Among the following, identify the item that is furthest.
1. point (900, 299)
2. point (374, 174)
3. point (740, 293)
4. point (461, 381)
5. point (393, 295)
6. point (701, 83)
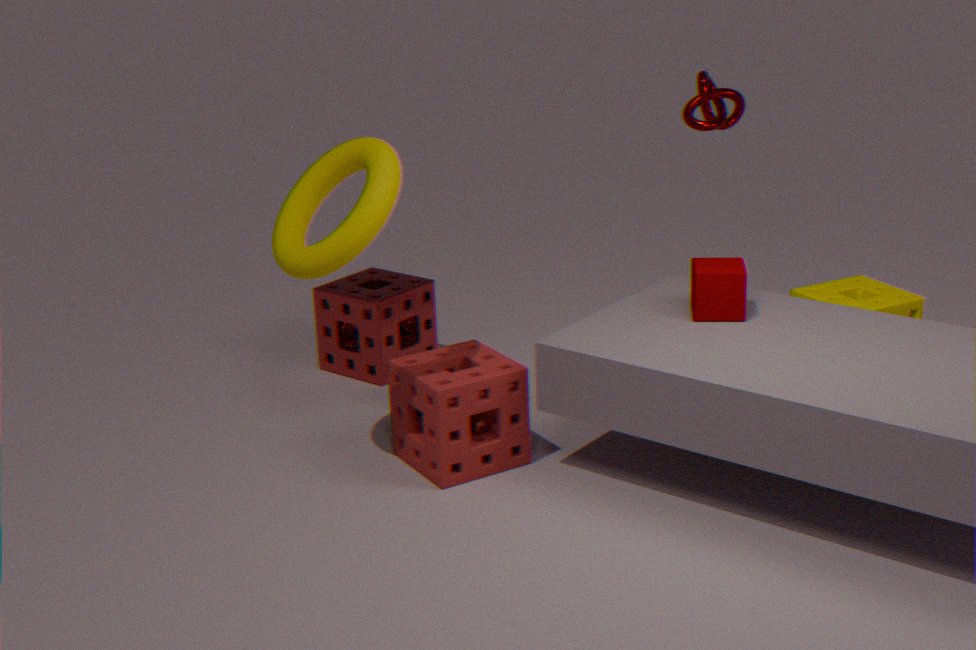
point (393, 295)
